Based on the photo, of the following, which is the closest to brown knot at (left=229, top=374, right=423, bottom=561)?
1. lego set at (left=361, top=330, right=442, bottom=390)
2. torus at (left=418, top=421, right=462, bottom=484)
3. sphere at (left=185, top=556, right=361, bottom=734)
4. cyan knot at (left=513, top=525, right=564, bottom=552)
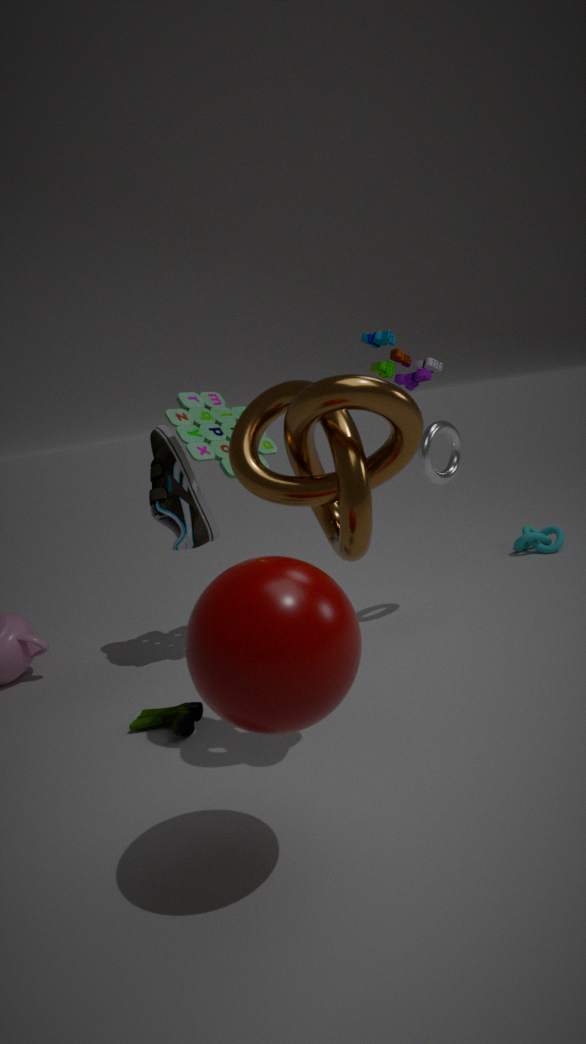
sphere at (left=185, top=556, right=361, bottom=734)
